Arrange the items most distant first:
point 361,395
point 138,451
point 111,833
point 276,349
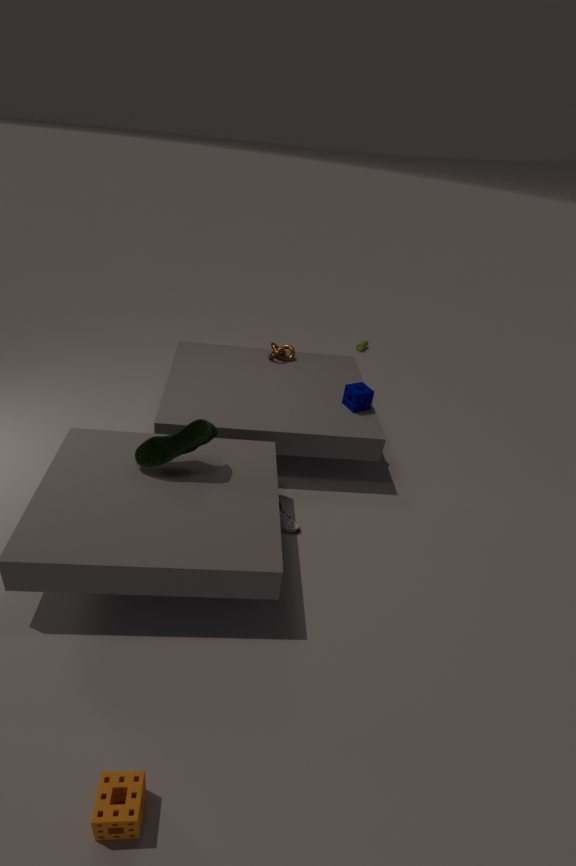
point 276,349
point 361,395
point 138,451
point 111,833
